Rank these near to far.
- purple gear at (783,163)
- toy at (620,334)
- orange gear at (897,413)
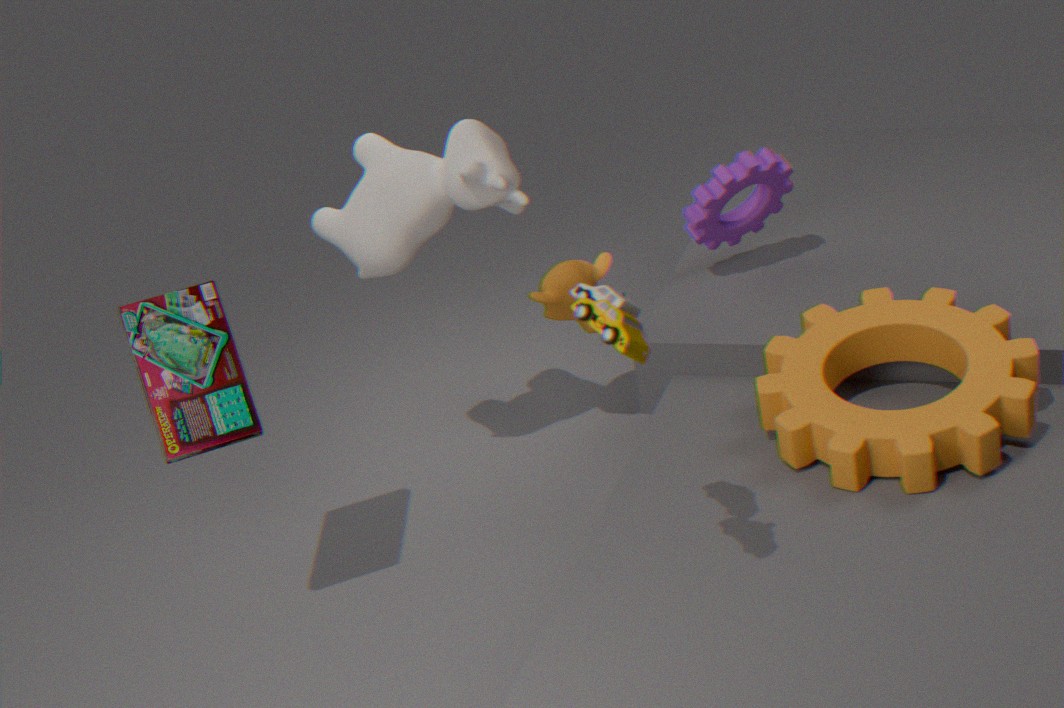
toy at (620,334)
orange gear at (897,413)
purple gear at (783,163)
